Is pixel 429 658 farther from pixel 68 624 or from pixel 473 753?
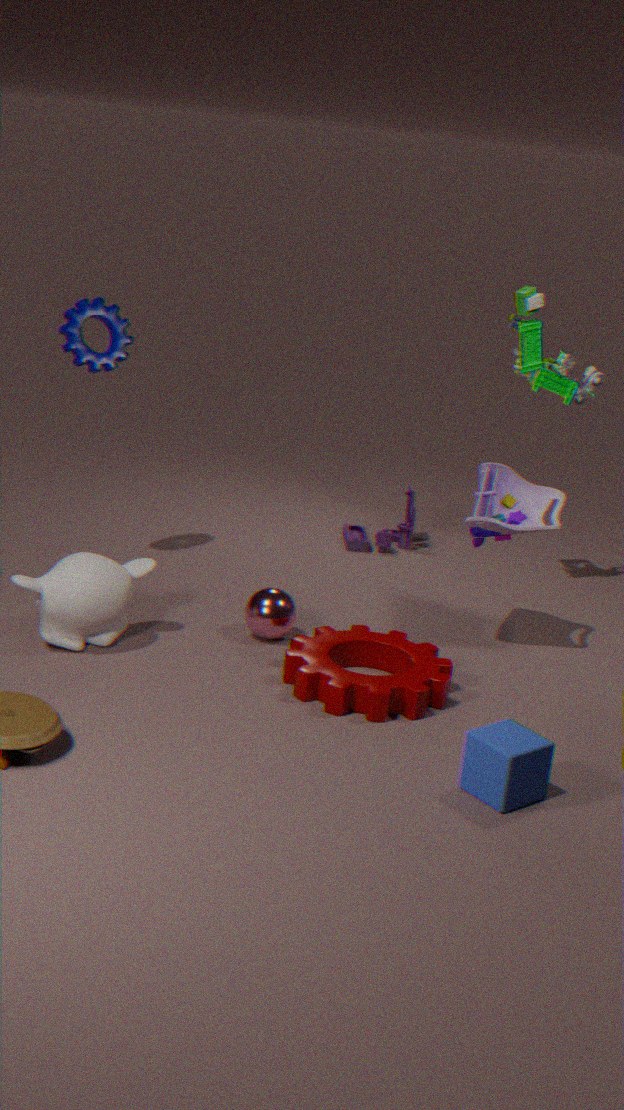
pixel 68 624
